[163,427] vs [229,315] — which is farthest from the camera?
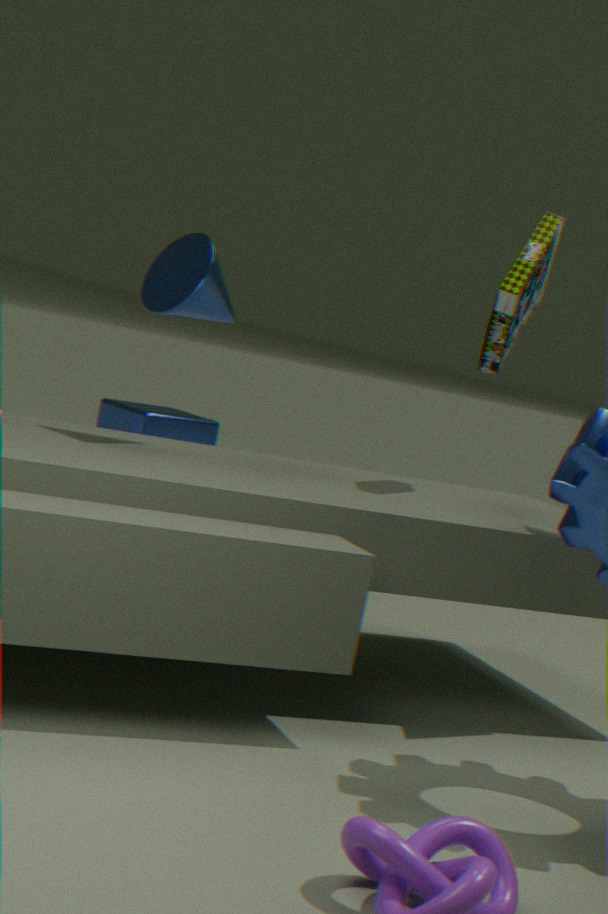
[163,427]
